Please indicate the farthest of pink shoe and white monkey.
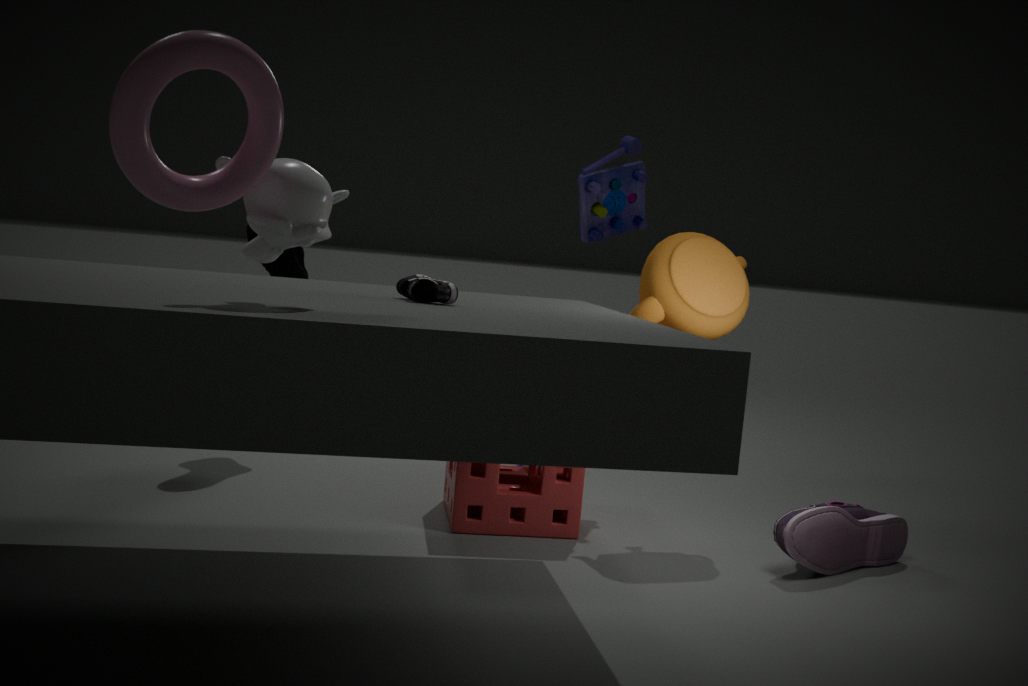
pink shoe
